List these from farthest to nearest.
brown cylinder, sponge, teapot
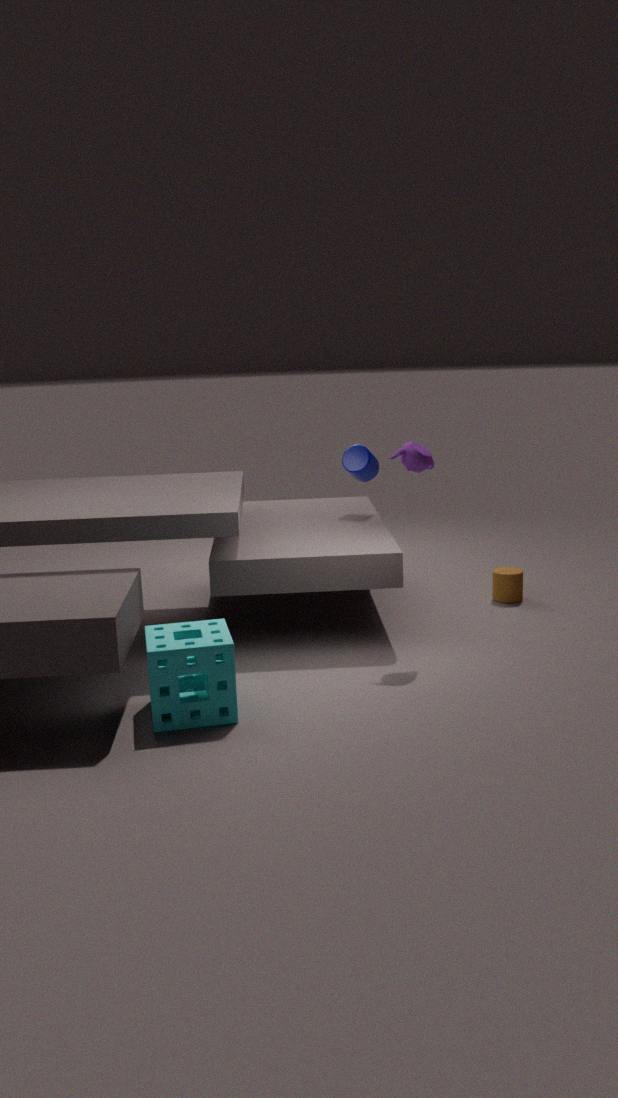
brown cylinder, teapot, sponge
